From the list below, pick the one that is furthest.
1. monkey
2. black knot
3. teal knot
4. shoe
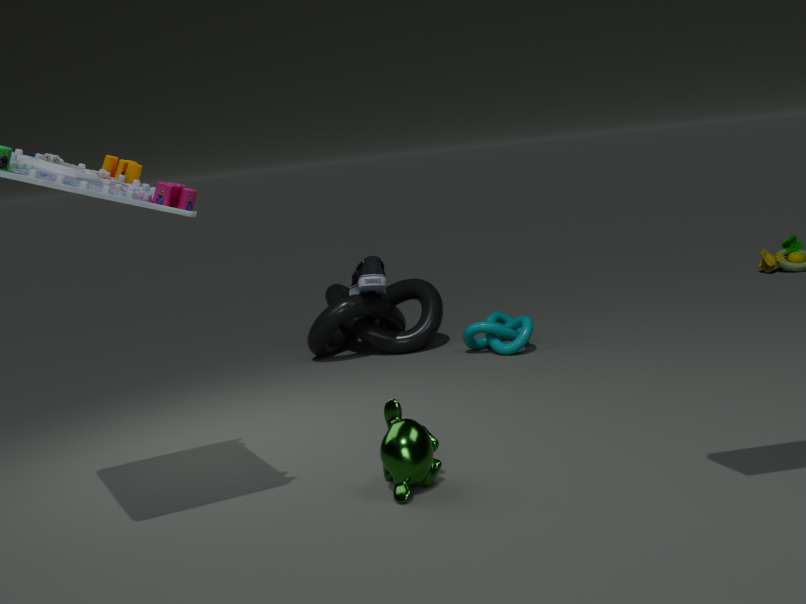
black knot
